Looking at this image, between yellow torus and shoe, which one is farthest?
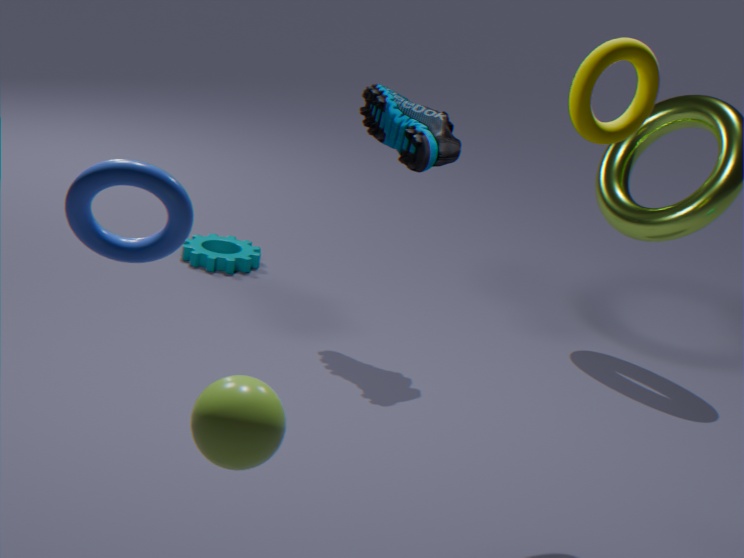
shoe
